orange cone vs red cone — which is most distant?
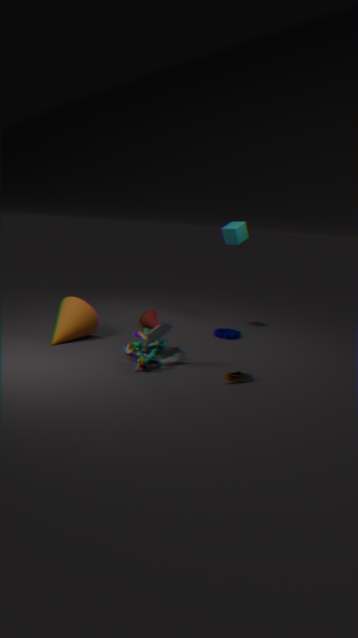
red cone
